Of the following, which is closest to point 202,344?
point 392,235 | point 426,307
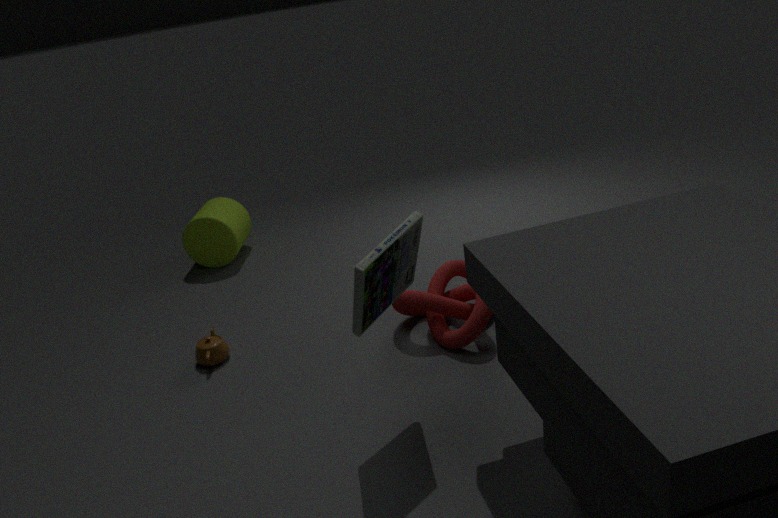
point 426,307
